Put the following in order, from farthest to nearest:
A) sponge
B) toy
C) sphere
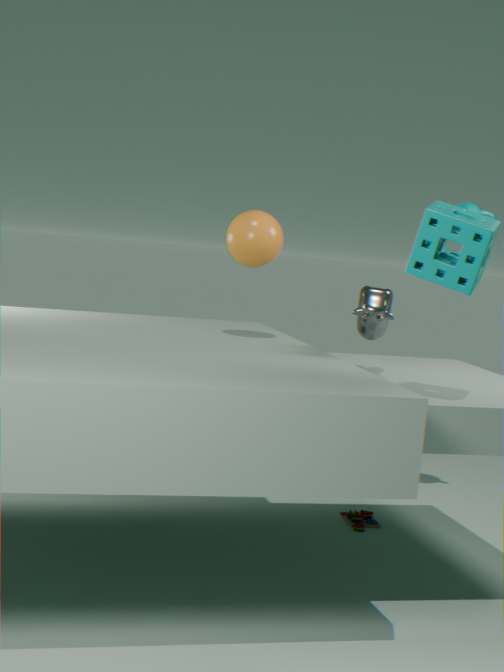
1. toy
2. sphere
3. sponge
